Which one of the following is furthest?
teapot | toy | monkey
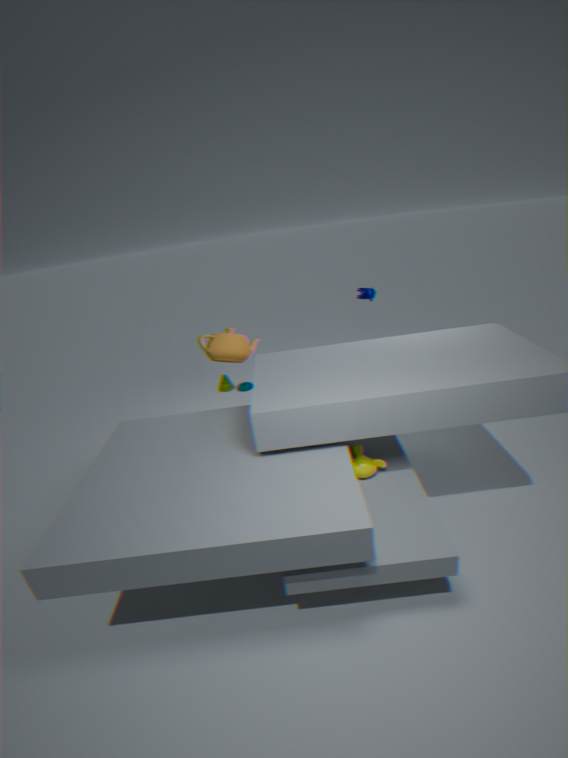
toy
